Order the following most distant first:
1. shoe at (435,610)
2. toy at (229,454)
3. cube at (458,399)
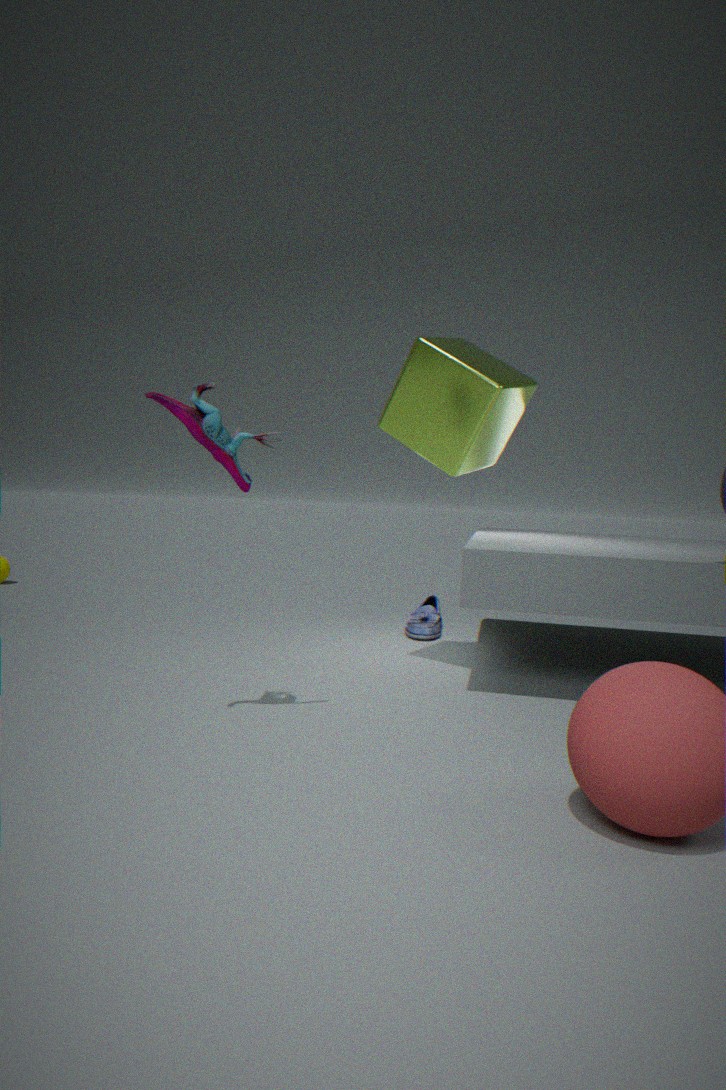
1. shoe at (435,610)
2. cube at (458,399)
3. toy at (229,454)
